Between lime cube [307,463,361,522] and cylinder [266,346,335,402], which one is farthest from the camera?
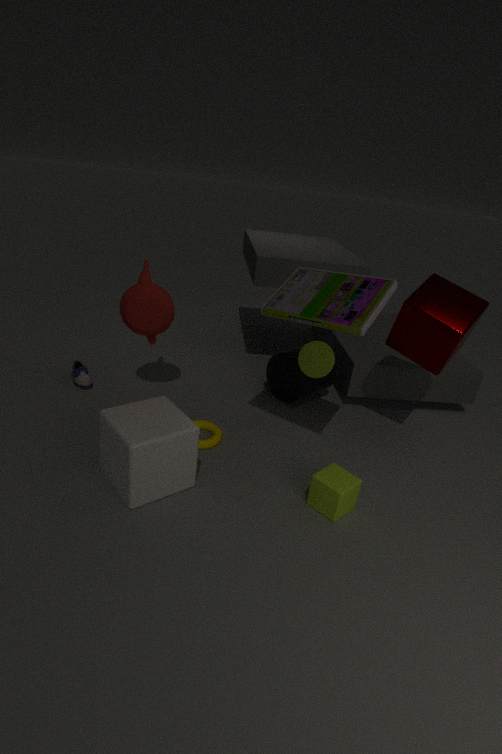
cylinder [266,346,335,402]
